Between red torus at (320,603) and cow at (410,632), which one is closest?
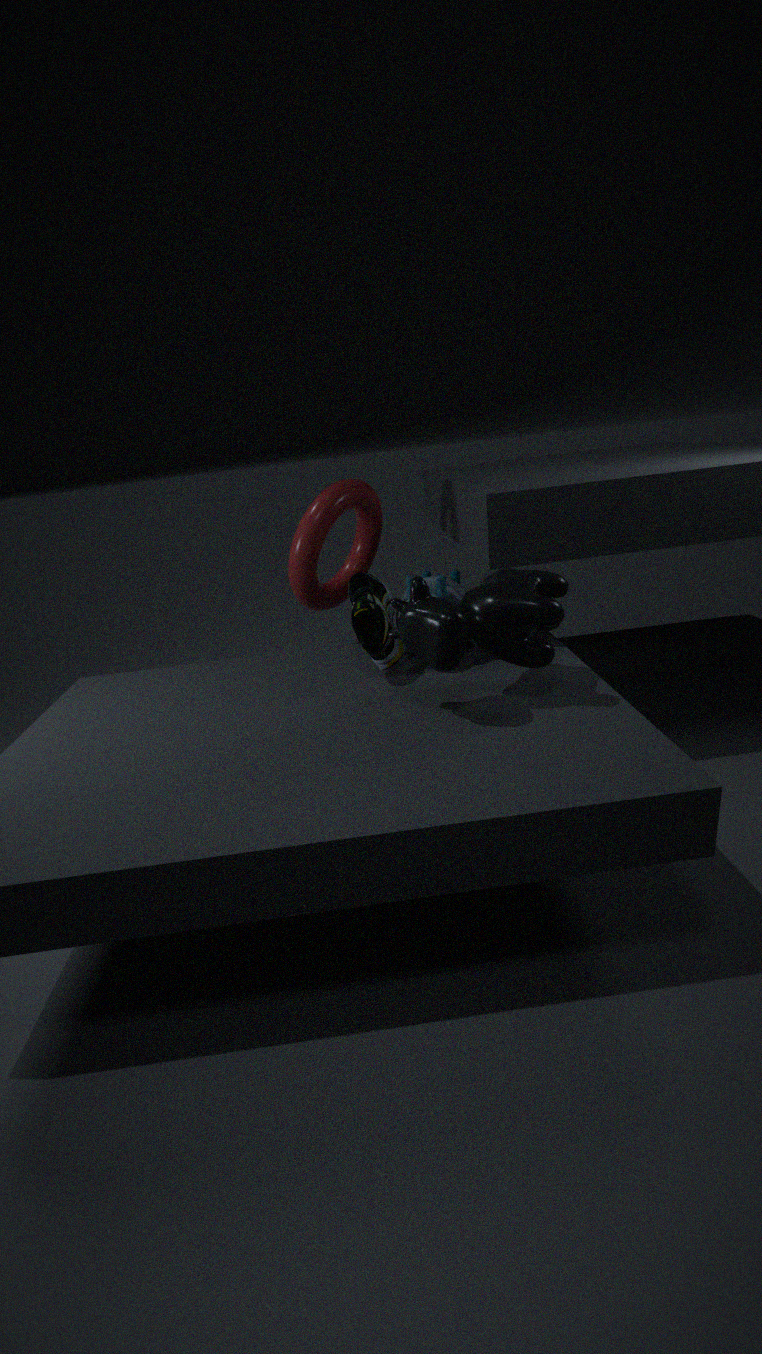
cow at (410,632)
